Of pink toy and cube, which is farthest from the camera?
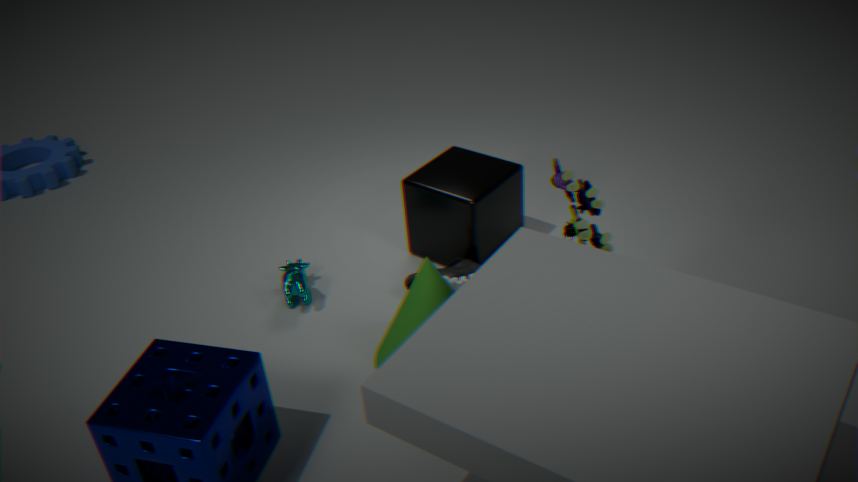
cube
